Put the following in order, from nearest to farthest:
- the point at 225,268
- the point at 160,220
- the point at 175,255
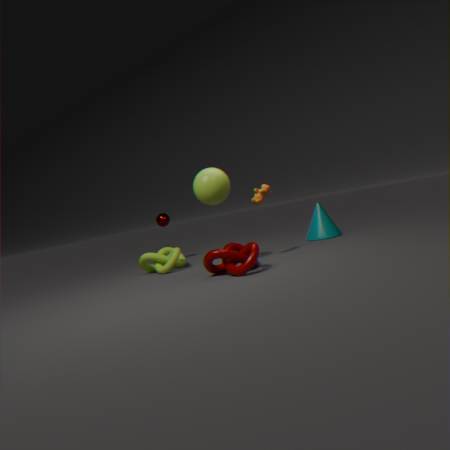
the point at 225,268, the point at 175,255, the point at 160,220
